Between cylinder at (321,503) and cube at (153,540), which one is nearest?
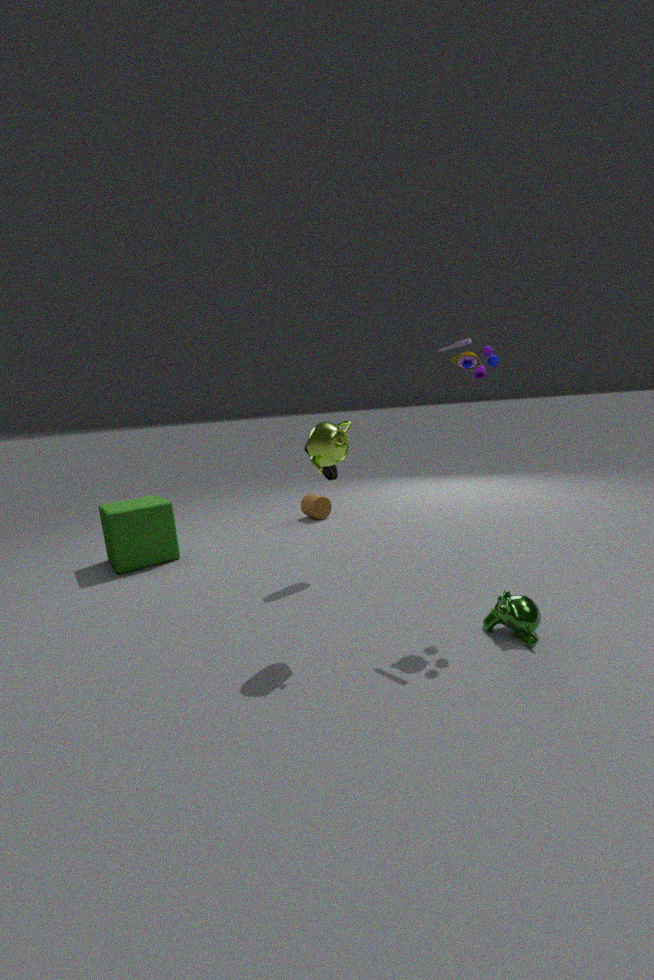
cube at (153,540)
